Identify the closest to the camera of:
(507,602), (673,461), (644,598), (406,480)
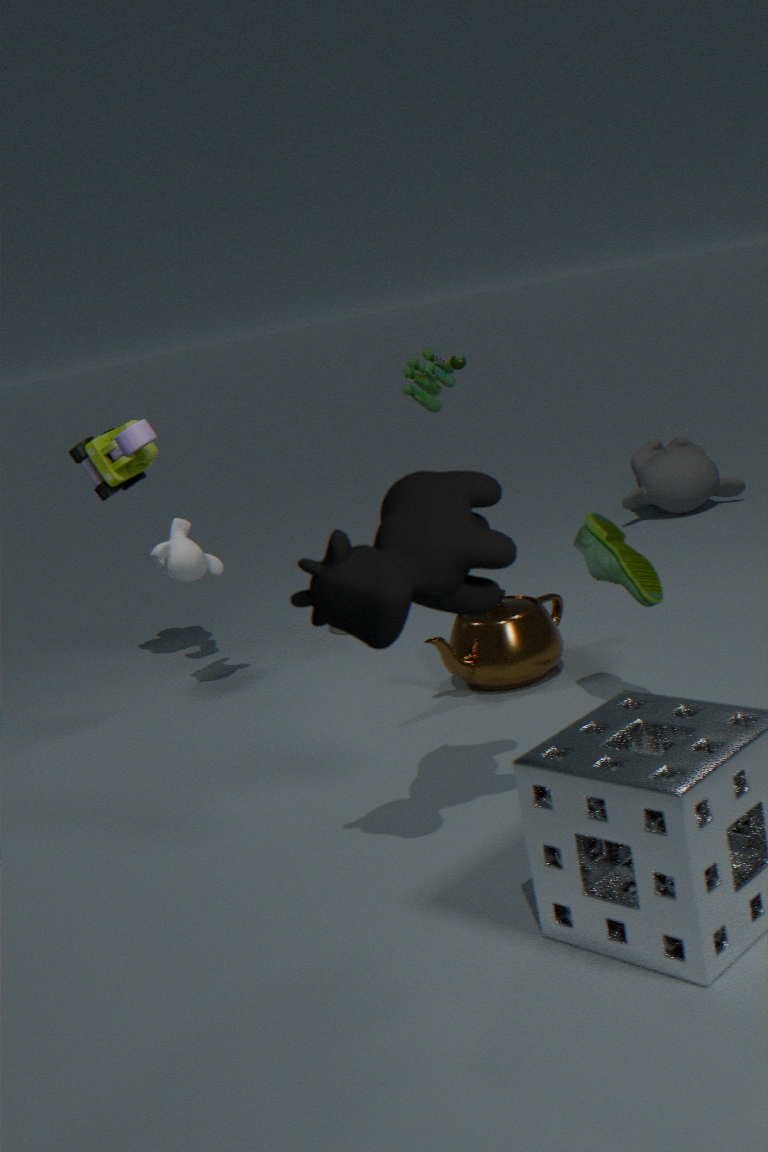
(406,480)
